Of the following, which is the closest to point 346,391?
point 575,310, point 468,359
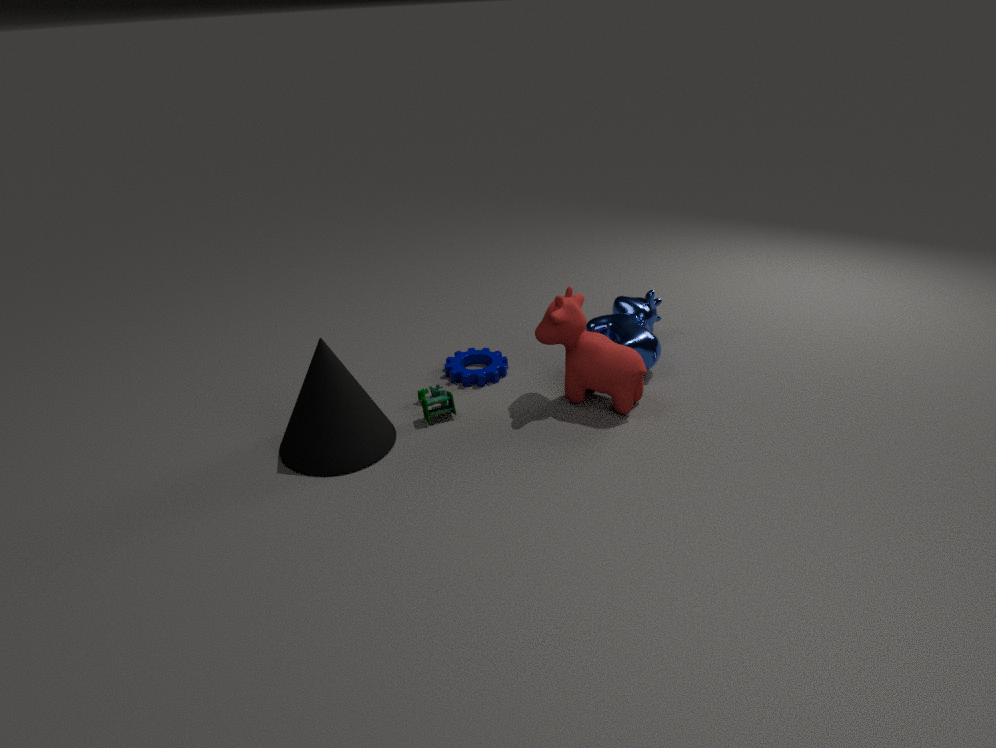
point 468,359
